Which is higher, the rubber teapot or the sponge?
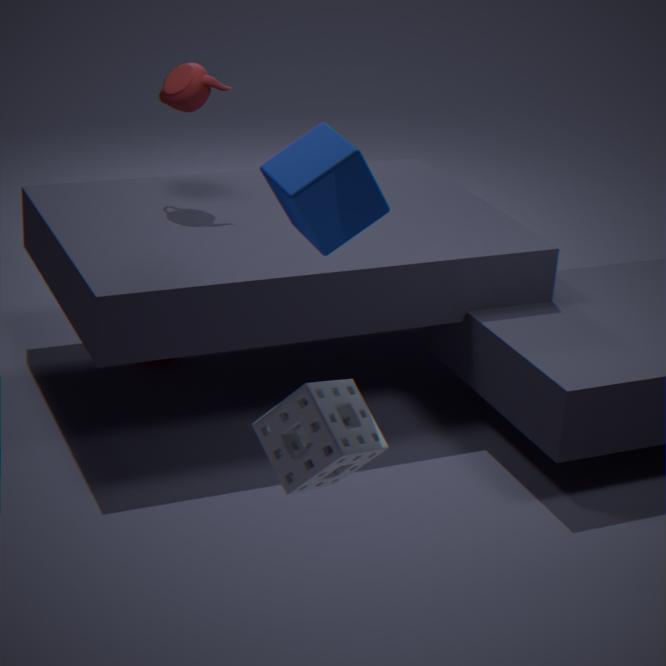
the rubber teapot
